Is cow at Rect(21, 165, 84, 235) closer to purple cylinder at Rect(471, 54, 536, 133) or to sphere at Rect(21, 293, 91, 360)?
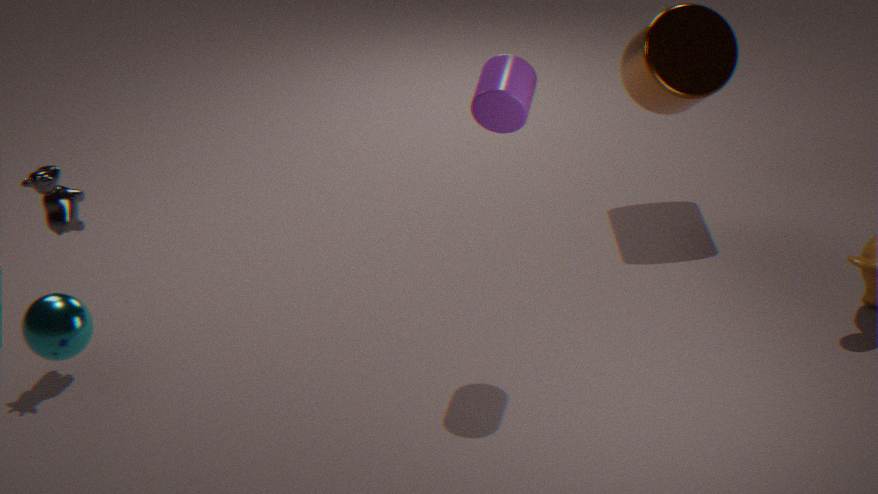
sphere at Rect(21, 293, 91, 360)
